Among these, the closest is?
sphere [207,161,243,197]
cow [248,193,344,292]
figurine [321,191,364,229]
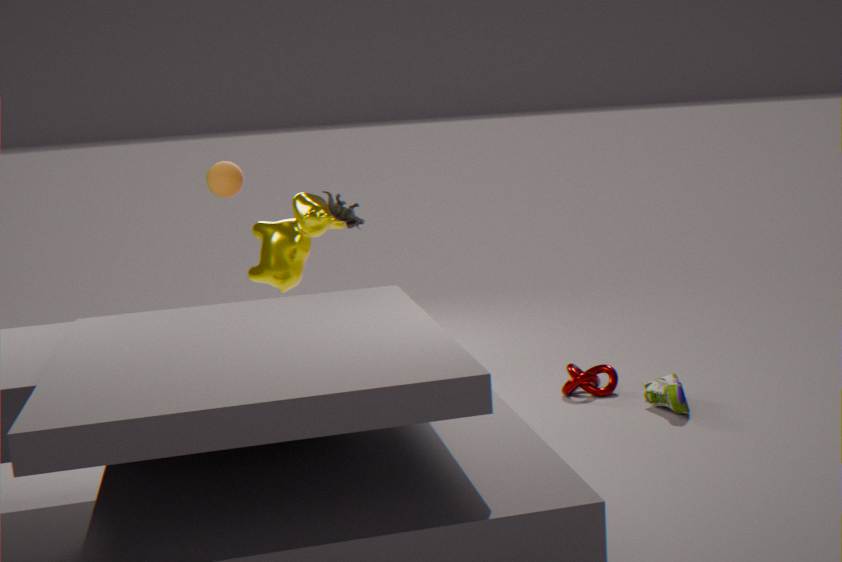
figurine [321,191,364,229]
